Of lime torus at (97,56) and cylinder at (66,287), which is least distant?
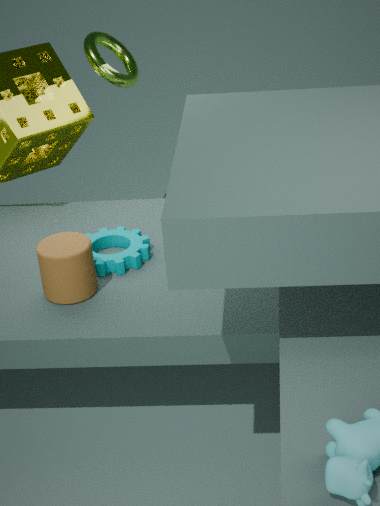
cylinder at (66,287)
